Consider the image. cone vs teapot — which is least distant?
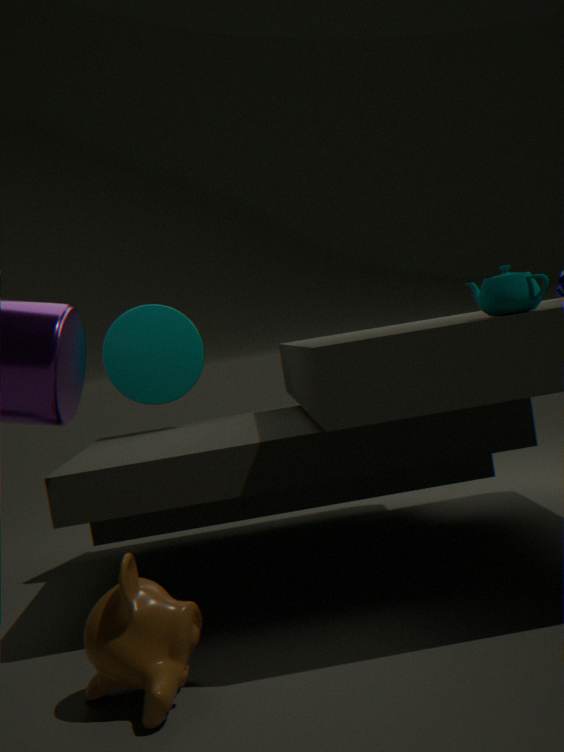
teapot
